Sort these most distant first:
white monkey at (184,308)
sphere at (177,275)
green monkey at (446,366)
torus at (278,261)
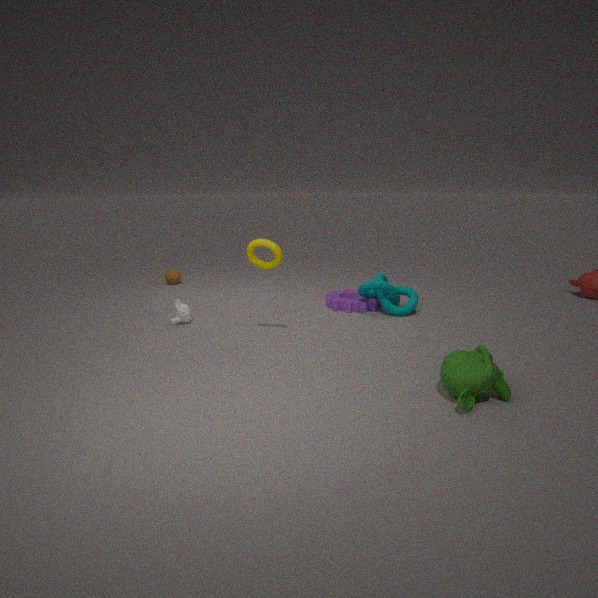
sphere at (177,275) < white monkey at (184,308) < torus at (278,261) < green monkey at (446,366)
